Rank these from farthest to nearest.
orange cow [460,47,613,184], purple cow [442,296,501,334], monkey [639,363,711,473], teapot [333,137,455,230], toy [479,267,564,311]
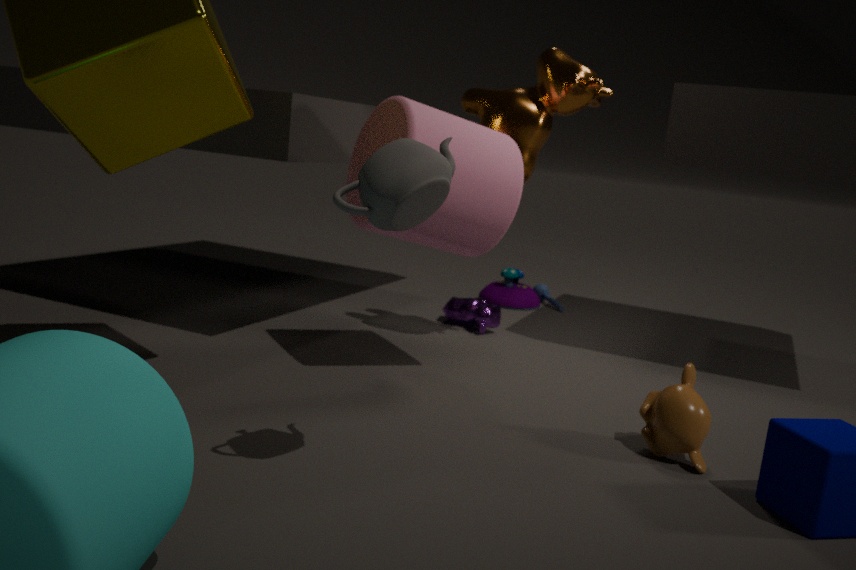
toy [479,267,564,311] < purple cow [442,296,501,334] < orange cow [460,47,613,184] < monkey [639,363,711,473] < teapot [333,137,455,230]
